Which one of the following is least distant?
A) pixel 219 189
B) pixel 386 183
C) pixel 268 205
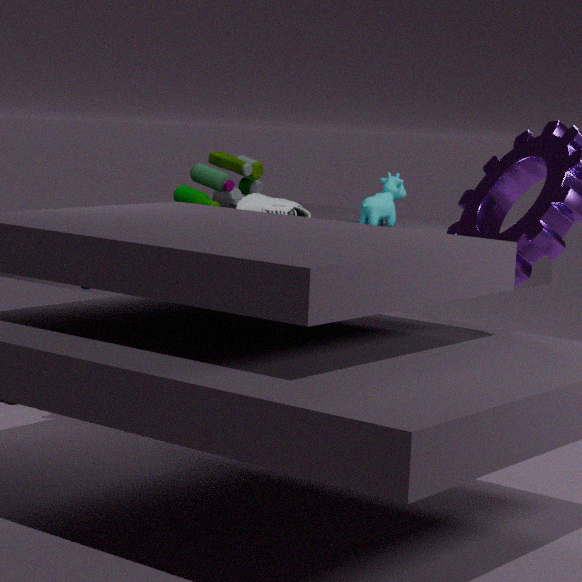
pixel 268 205
